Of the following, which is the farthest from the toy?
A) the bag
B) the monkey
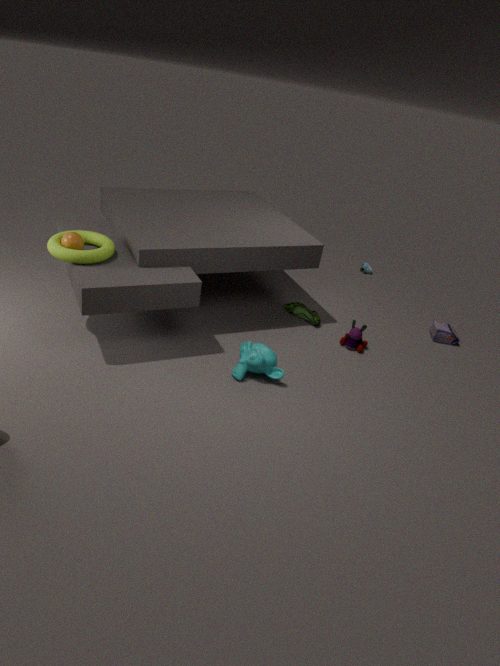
the monkey
